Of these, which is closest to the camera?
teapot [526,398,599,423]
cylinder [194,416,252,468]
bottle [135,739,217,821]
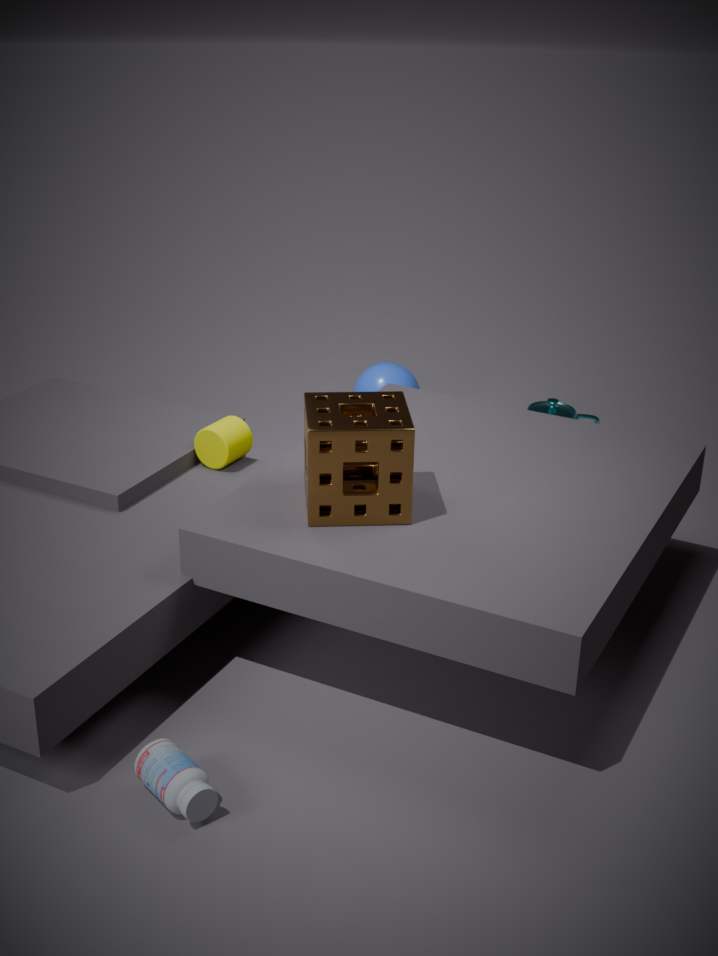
bottle [135,739,217,821]
